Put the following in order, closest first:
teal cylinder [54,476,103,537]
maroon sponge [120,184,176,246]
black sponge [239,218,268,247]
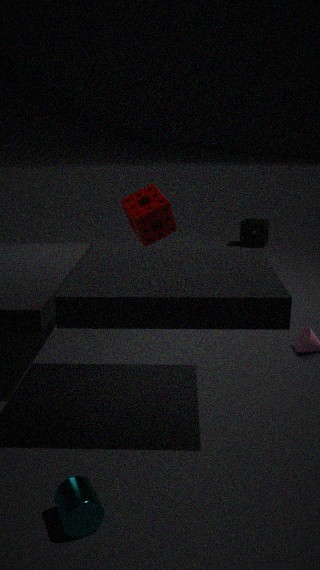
teal cylinder [54,476,103,537], maroon sponge [120,184,176,246], black sponge [239,218,268,247]
